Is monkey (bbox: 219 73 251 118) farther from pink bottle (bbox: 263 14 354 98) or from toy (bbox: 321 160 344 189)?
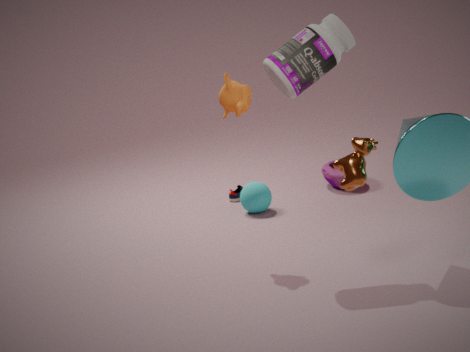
toy (bbox: 321 160 344 189)
